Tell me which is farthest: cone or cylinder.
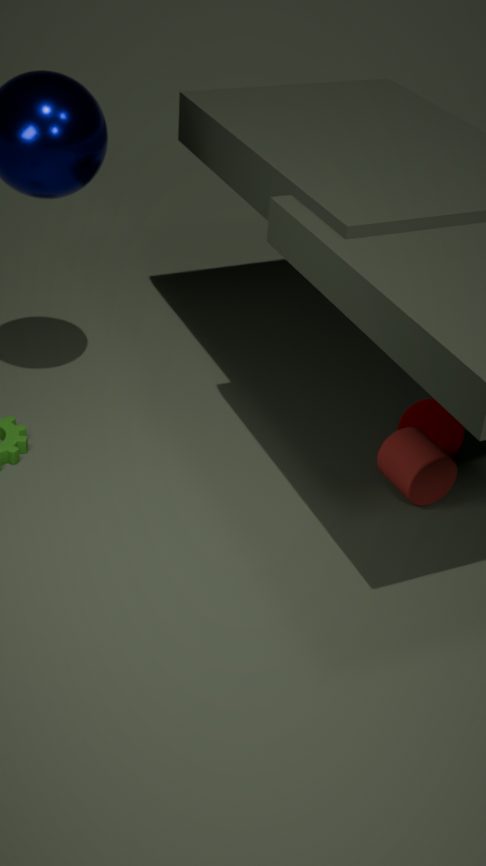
cone
